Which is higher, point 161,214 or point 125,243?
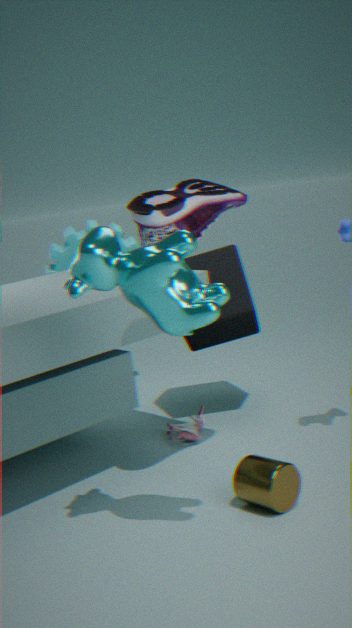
point 161,214
